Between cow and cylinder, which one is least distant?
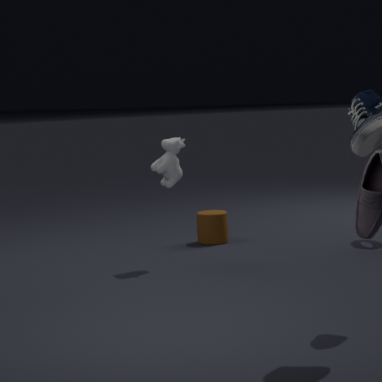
cow
